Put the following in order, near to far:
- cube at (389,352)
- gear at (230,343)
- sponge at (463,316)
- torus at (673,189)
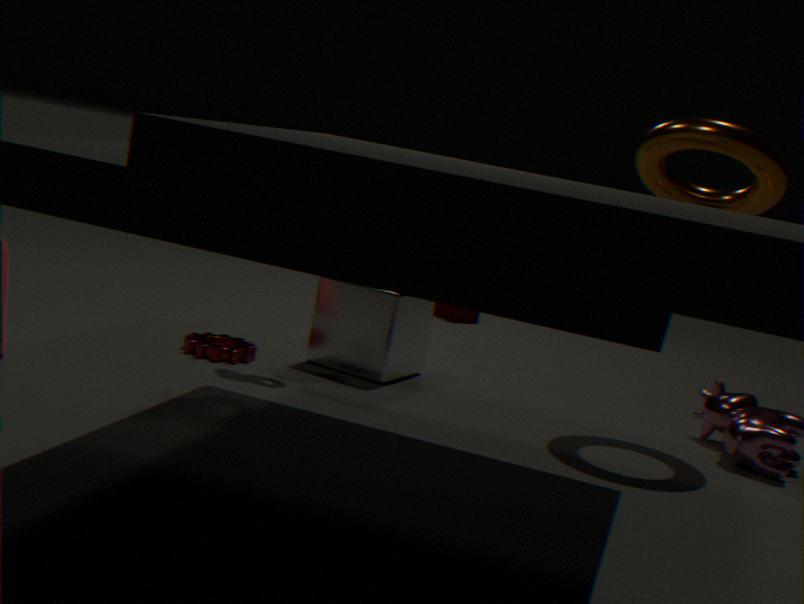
torus at (673,189)
gear at (230,343)
cube at (389,352)
sponge at (463,316)
